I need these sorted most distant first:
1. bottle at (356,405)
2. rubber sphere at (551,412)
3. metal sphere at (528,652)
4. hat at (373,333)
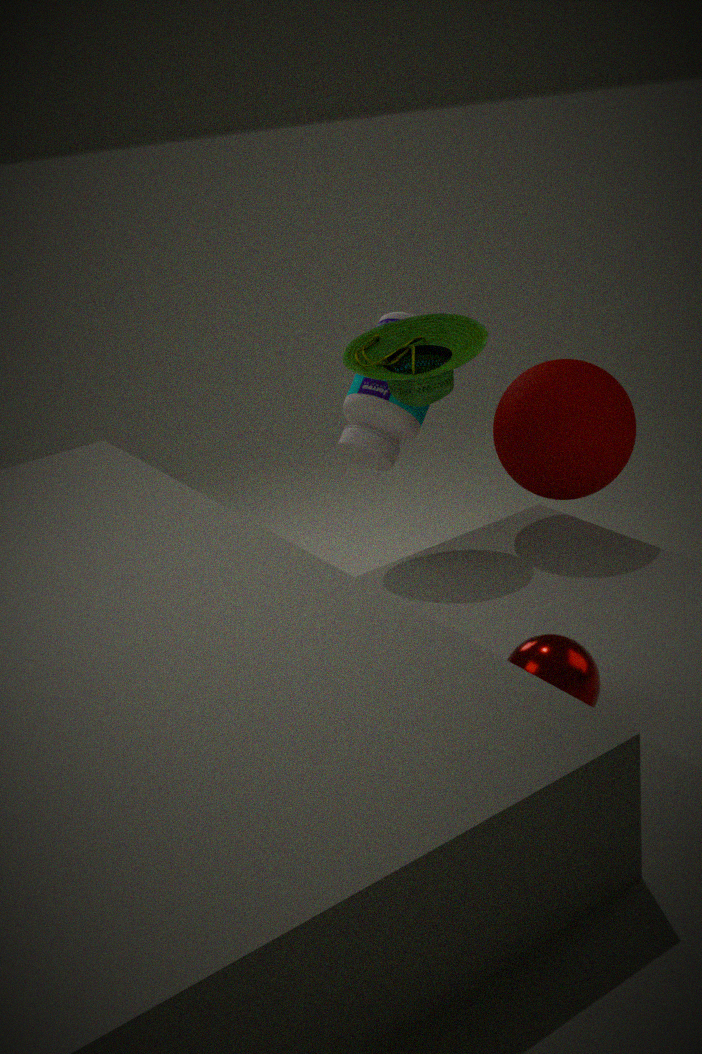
bottle at (356,405) < hat at (373,333) < rubber sphere at (551,412) < metal sphere at (528,652)
